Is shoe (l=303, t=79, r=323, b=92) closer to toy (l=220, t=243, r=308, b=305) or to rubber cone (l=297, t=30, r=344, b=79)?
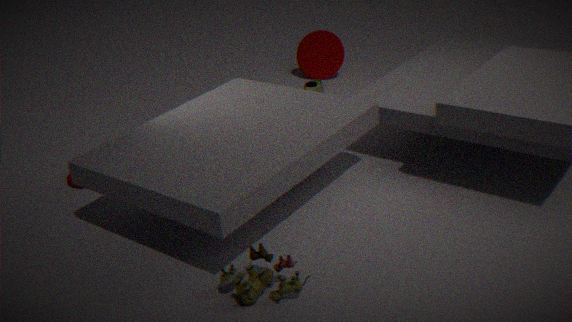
rubber cone (l=297, t=30, r=344, b=79)
